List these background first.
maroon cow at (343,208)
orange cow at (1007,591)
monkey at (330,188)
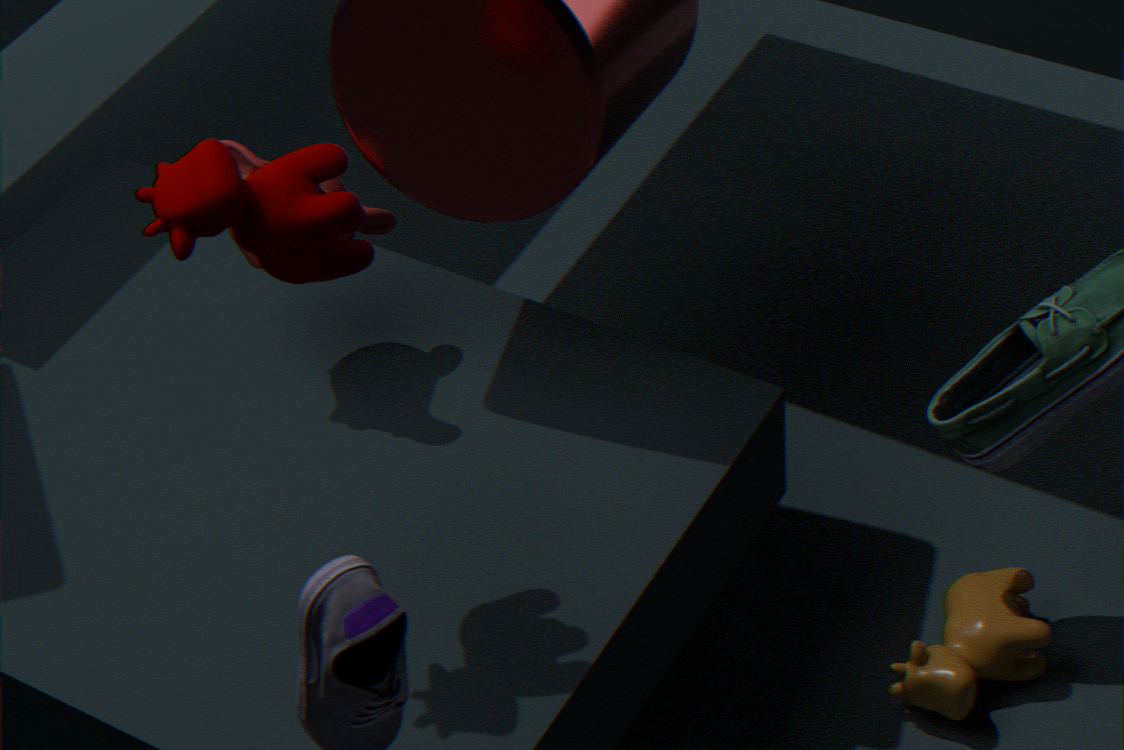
orange cow at (1007,591)
monkey at (330,188)
maroon cow at (343,208)
